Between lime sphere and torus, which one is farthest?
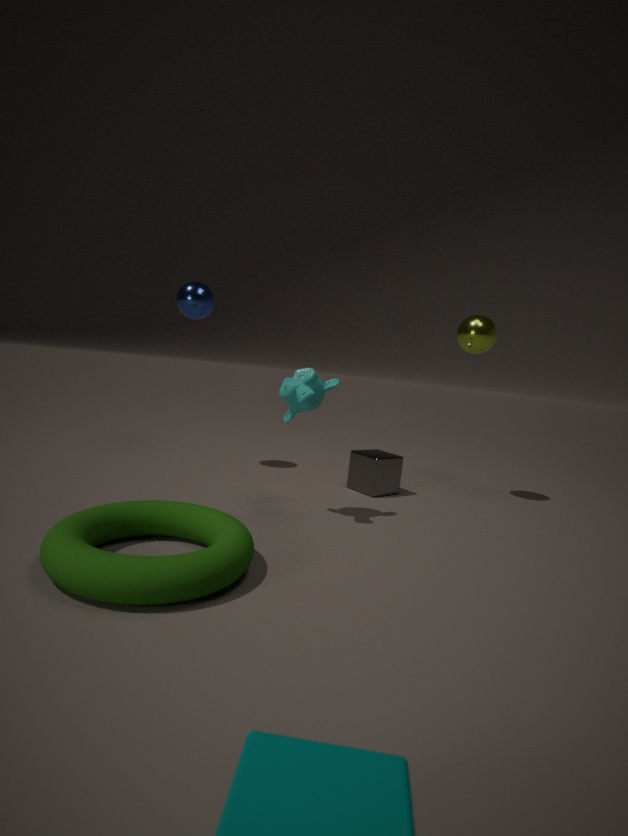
lime sphere
